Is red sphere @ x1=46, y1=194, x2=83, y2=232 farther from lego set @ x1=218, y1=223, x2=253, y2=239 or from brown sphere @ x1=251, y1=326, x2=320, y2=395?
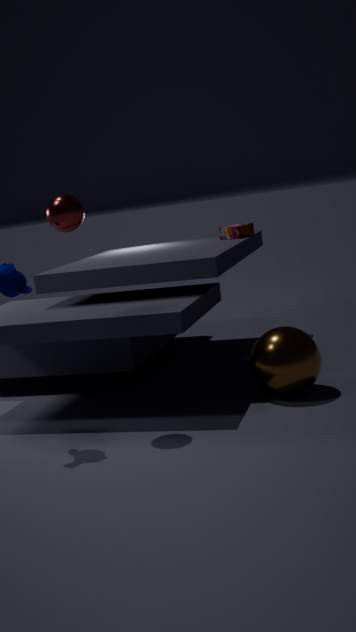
lego set @ x1=218, y1=223, x2=253, y2=239
